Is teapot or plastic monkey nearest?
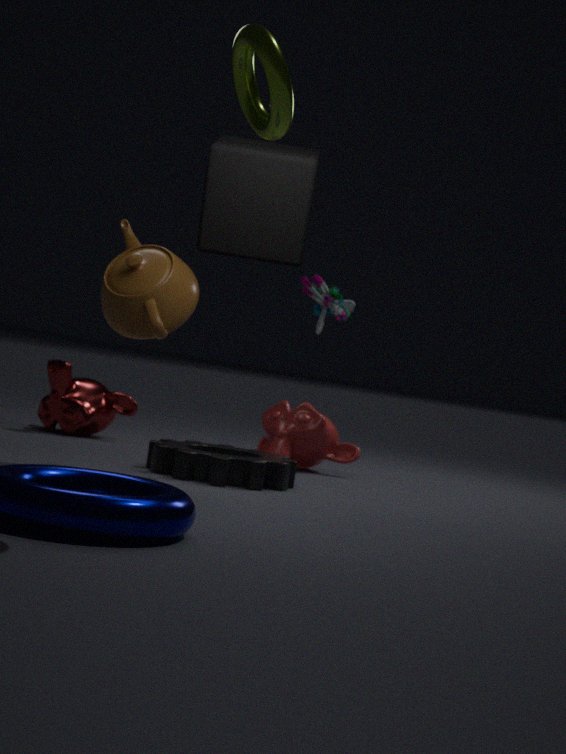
teapot
